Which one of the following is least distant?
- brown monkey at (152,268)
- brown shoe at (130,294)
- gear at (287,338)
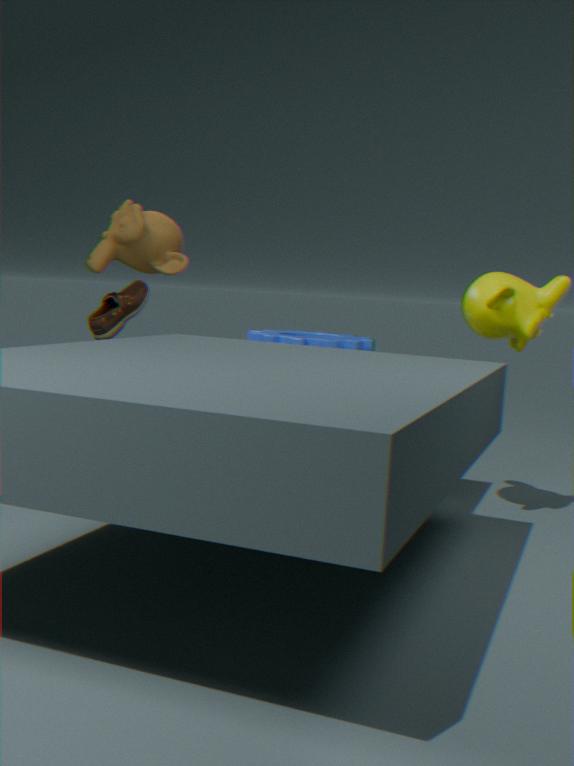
brown shoe at (130,294)
